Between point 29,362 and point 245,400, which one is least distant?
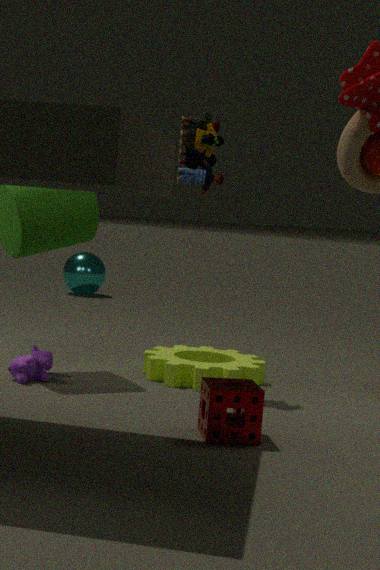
point 245,400
